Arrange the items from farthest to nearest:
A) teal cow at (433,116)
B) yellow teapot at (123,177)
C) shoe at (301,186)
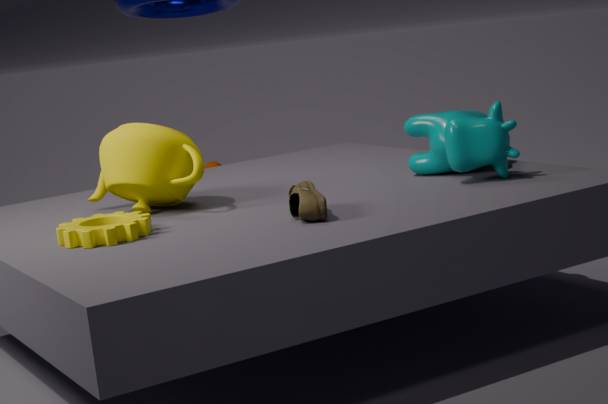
1. yellow teapot at (123,177)
2. teal cow at (433,116)
3. shoe at (301,186)
